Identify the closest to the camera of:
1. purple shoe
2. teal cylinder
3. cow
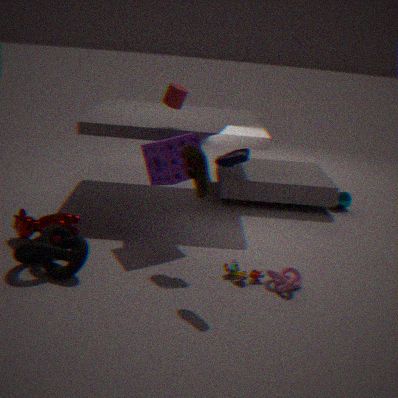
purple shoe
